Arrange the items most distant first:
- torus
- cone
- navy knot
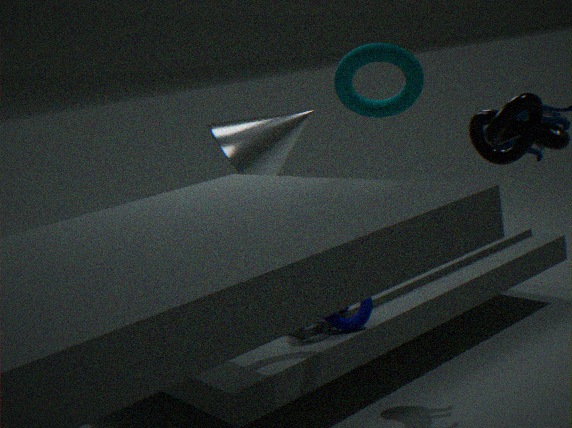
cone
navy knot
torus
